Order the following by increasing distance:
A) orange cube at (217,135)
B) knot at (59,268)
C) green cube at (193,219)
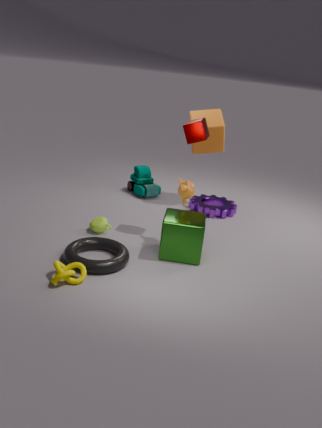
knot at (59,268)
green cube at (193,219)
orange cube at (217,135)
